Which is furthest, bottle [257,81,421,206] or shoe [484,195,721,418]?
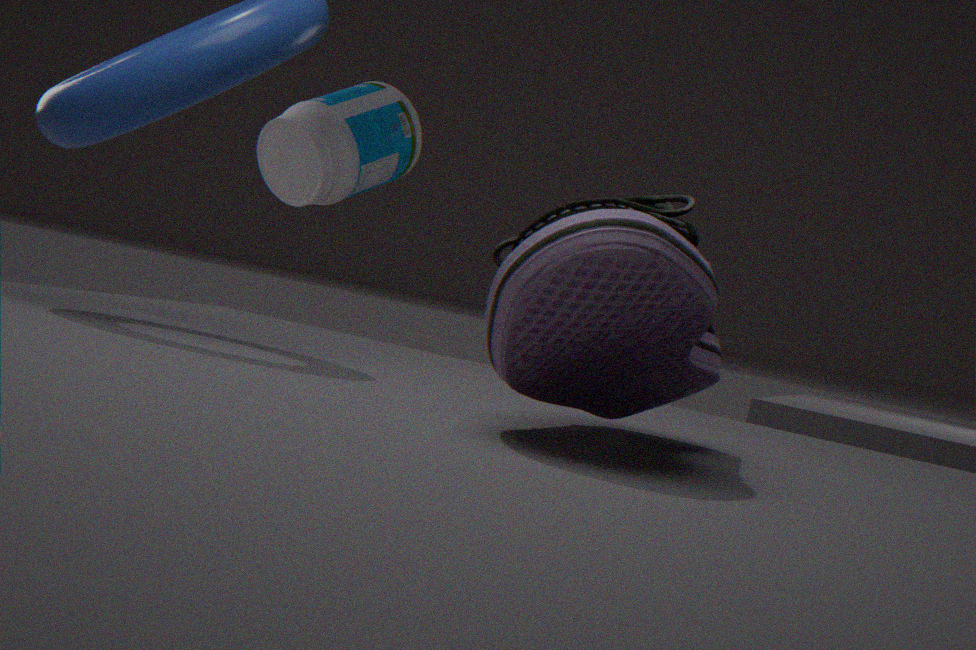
bottle [257,81,421,206]
